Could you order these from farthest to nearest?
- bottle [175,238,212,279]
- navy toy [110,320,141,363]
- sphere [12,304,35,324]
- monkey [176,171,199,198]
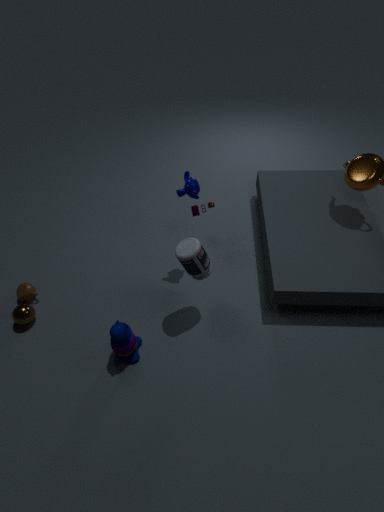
sphere [12,304,35,324]
monkey [176,171,199,198]
bottle [175,238,212,279]
navy toy [110,320,141,363]
